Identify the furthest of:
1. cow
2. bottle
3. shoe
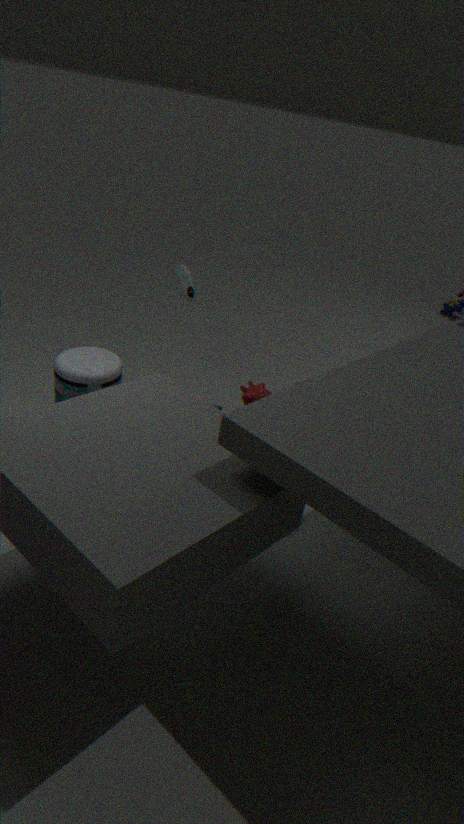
shoe
